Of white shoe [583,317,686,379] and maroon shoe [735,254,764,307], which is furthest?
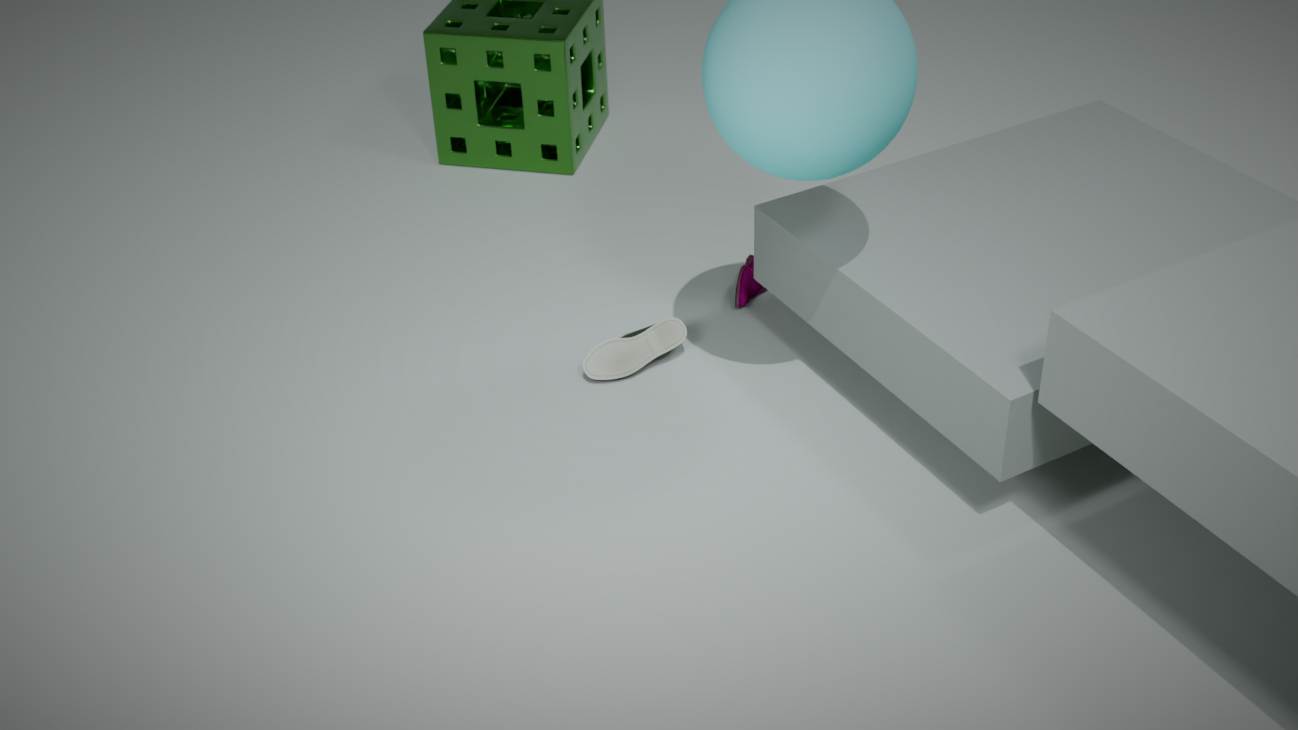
maroon shoe [735,254,764,307]
